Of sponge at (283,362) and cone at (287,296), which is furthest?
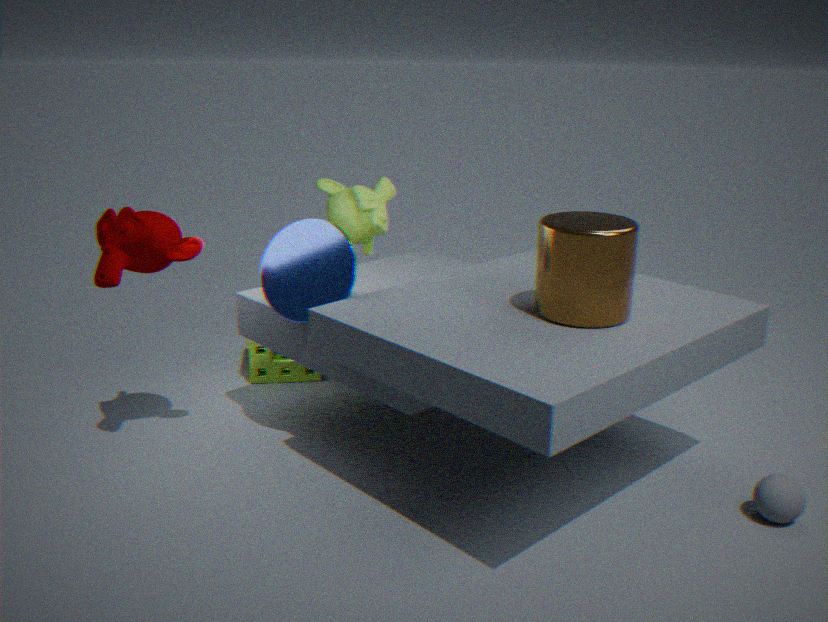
sponge at (283,362)
